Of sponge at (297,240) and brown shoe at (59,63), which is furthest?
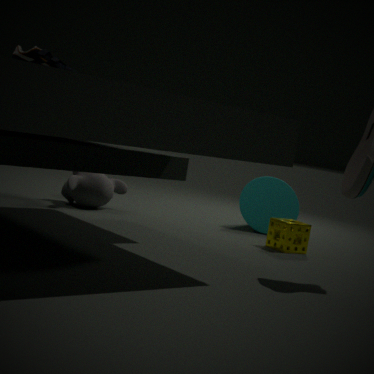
sponge at (297,240)
